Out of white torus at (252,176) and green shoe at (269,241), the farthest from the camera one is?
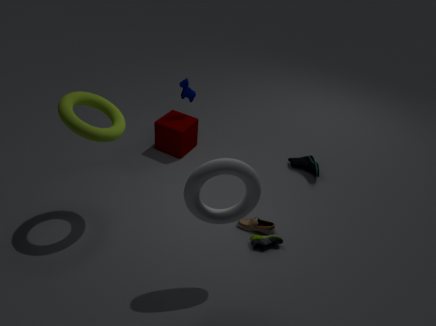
green shoe at (269,241)
